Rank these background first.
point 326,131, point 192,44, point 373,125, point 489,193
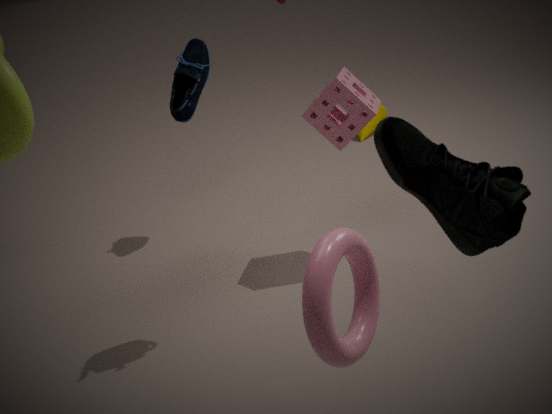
point 373,125
point 192,44
point 326,131
point 489,193
